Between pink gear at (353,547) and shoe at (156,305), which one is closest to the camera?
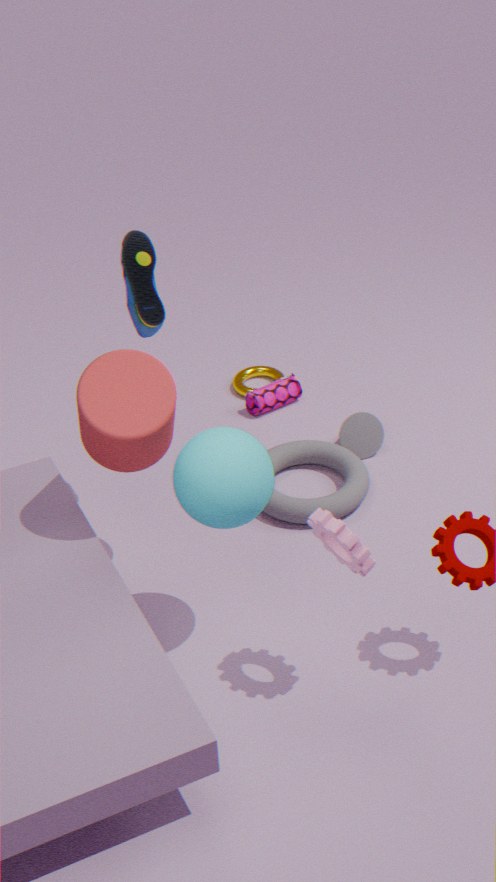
pink gear at (353,547)
